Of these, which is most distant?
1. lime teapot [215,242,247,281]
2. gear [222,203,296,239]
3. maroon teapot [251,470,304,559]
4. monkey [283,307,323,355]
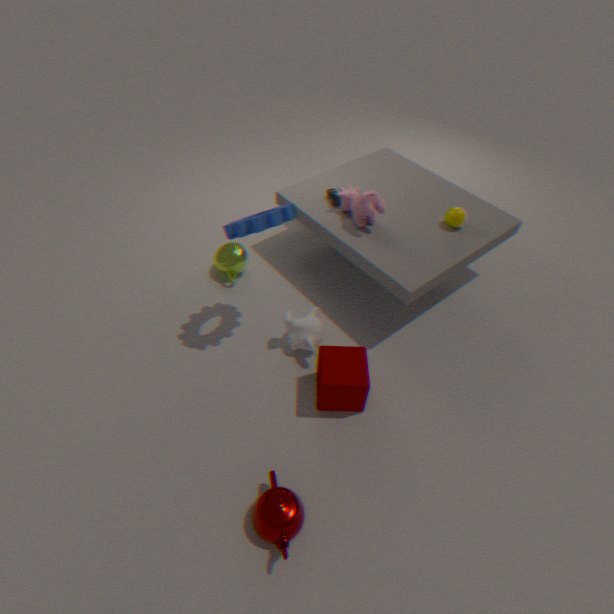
lime teapot [215,242,247,281]
